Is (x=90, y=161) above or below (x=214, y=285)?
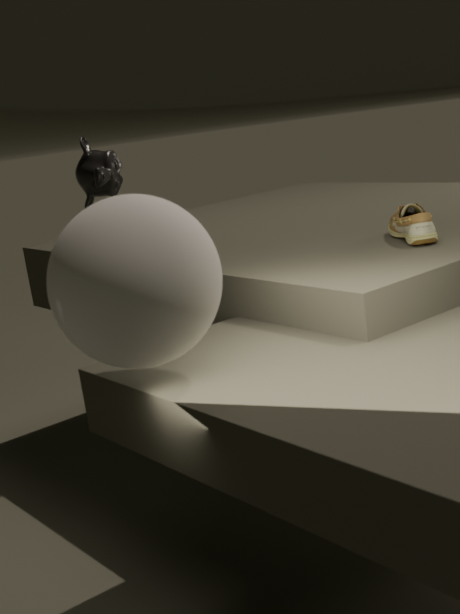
above
